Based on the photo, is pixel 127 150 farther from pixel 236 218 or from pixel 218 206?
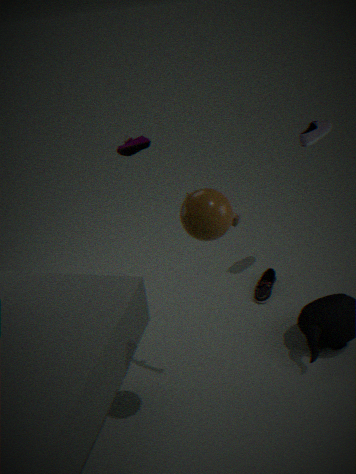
pixel 218 206
